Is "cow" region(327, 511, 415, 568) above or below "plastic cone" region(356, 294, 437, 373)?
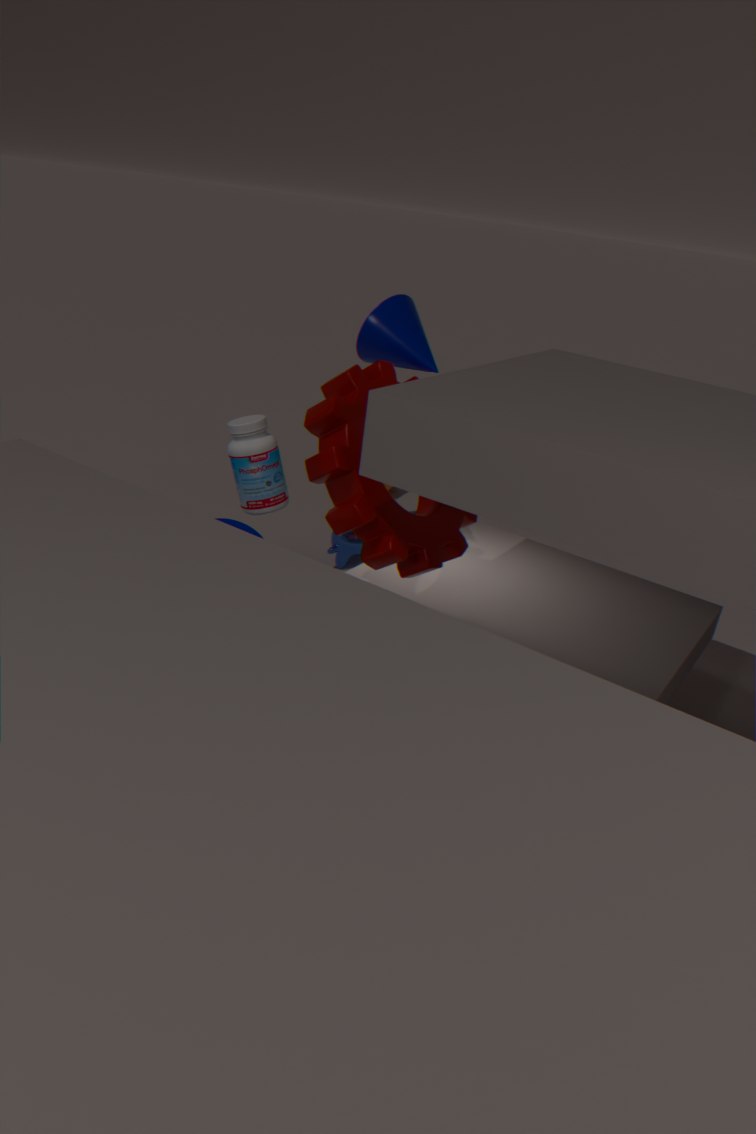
below
